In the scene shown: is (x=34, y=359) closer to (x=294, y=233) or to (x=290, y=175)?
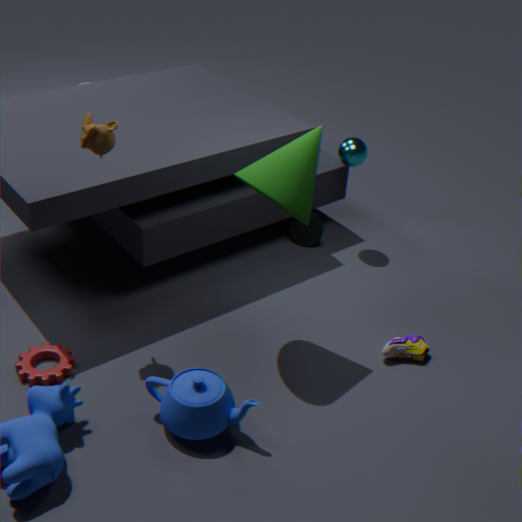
(x=290, y=175)
